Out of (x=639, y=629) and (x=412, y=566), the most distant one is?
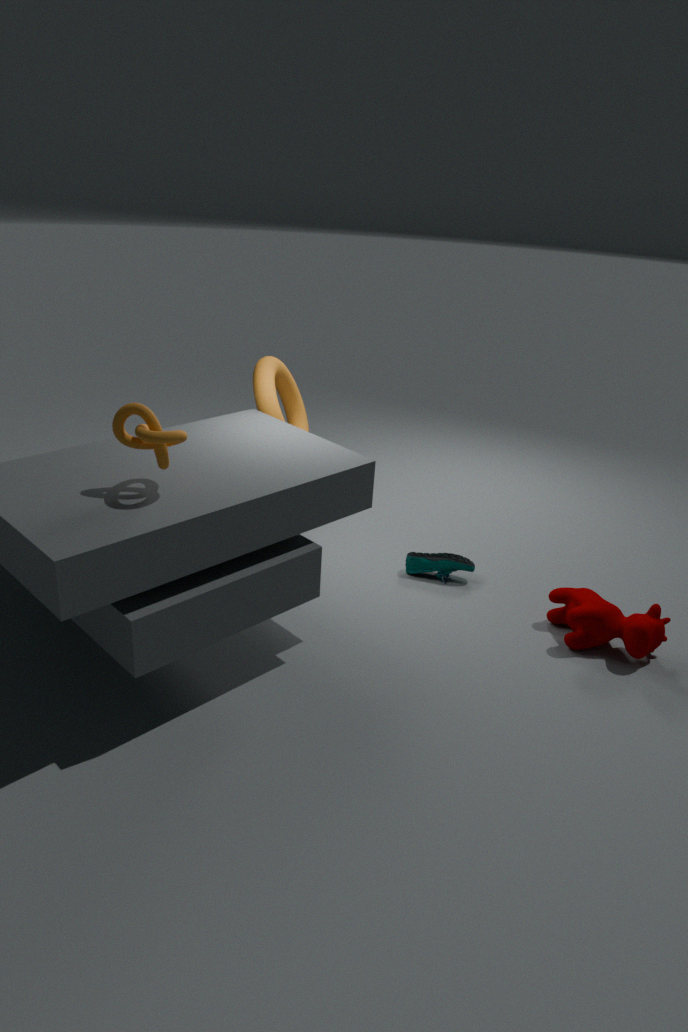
(x=412, y=566)
